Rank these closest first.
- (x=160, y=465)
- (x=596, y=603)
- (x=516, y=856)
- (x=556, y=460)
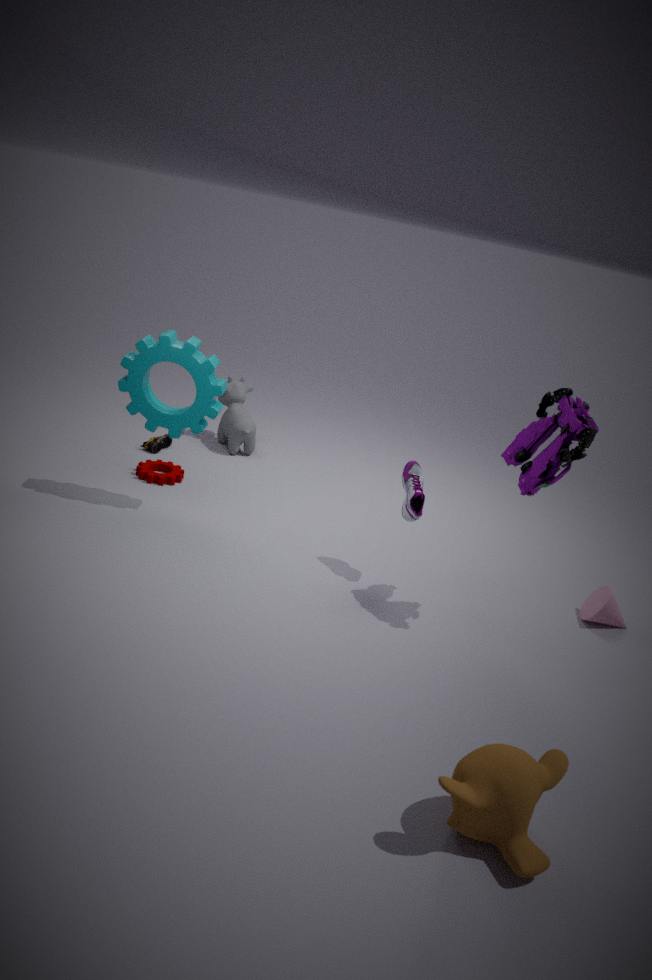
1. (x=516, y=856)
2. (x=556, y=460)
3. (x=596, y=603)
4. (x=160, y=465)
